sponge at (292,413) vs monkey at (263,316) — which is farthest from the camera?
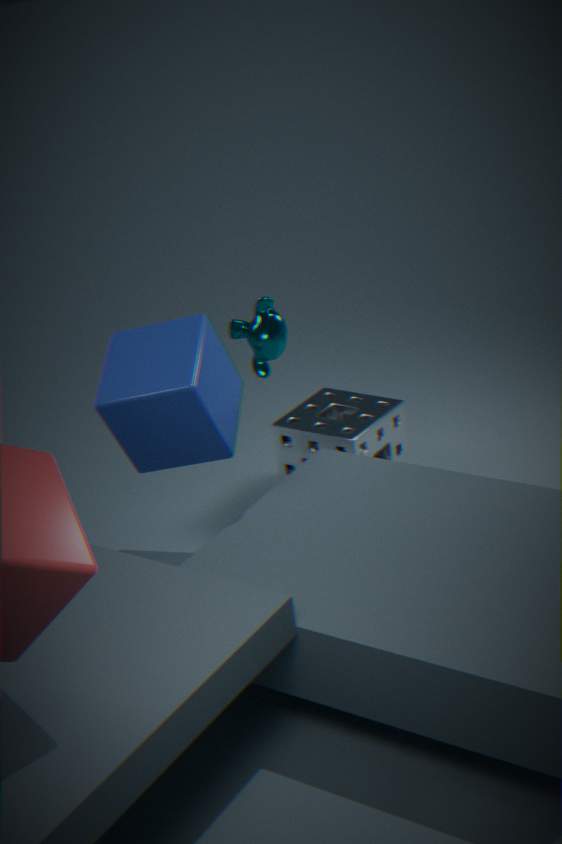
sponge at (292,413)
